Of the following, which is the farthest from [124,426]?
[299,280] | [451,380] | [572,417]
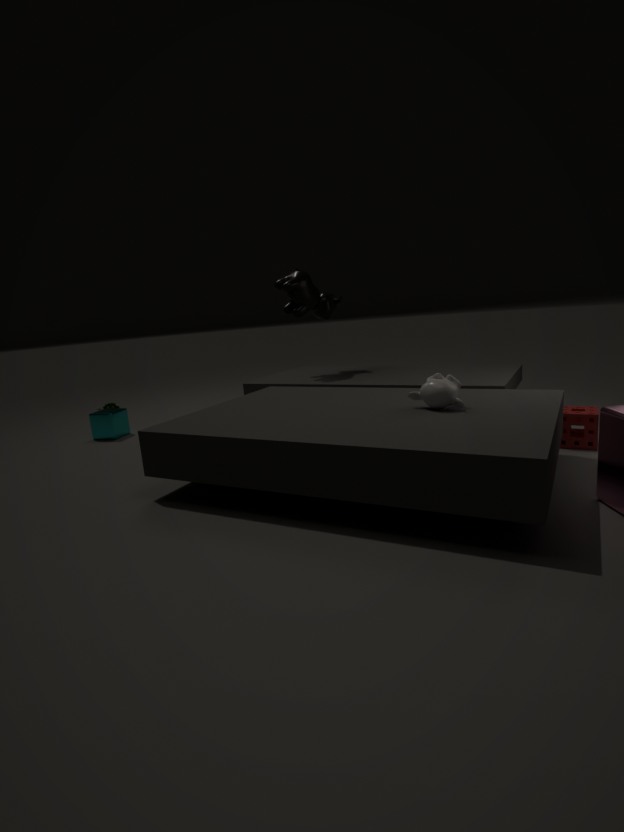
[572,417]
